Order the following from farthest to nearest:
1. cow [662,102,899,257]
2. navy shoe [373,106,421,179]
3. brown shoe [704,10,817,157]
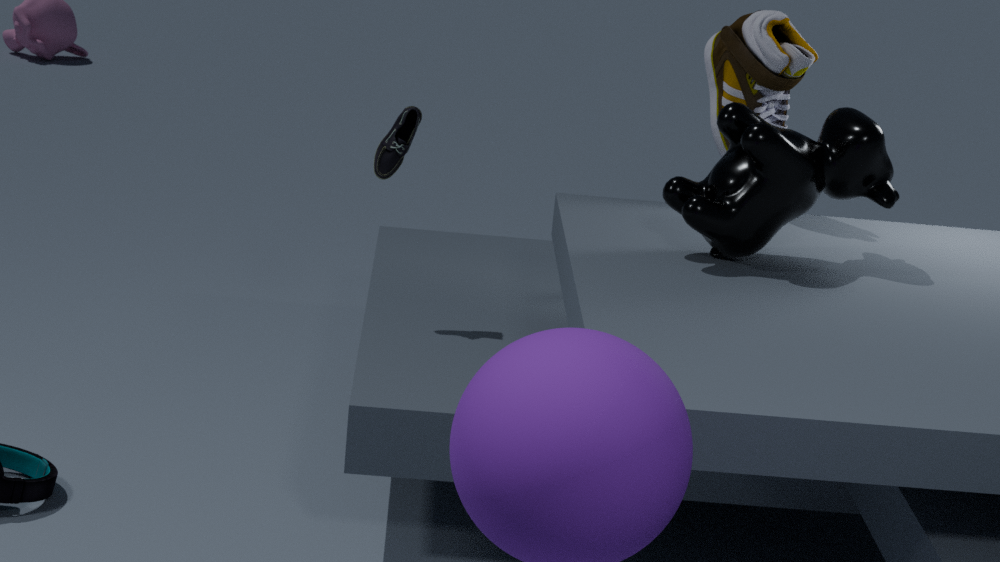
1. navy shoe [373,106,421,179]
2. brown shoe [704,10,817,157]
3. cow [662,102,899,257]
